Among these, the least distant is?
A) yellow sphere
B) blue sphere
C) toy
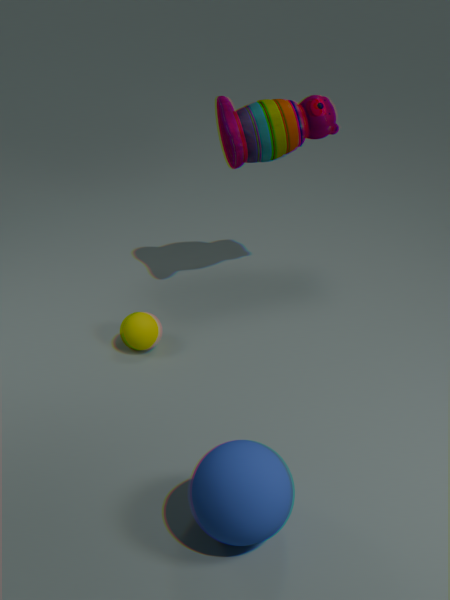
blue sphere
